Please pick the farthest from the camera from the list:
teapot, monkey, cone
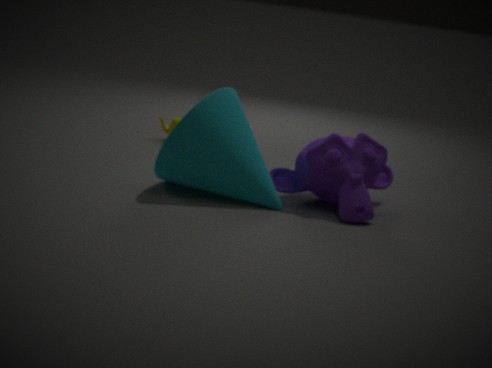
teapot
